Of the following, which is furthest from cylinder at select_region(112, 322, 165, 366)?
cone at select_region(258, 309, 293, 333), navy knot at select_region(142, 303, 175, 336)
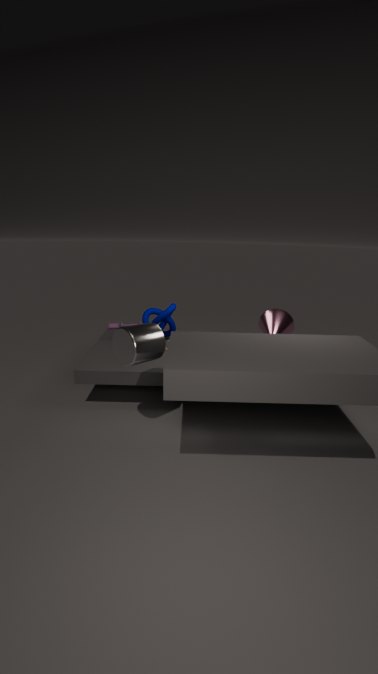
cone at select_region(258, 309, 293, 333)
